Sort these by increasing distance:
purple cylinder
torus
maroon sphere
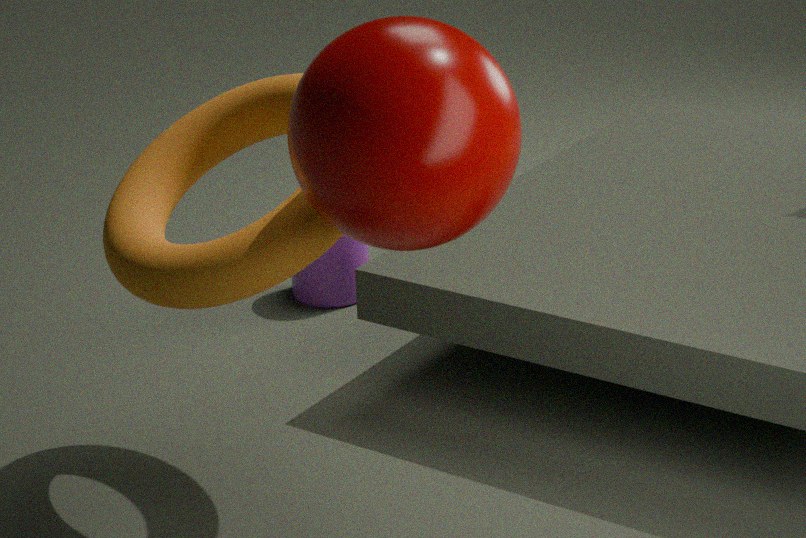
maroon sphere < torus < purple cylinder
